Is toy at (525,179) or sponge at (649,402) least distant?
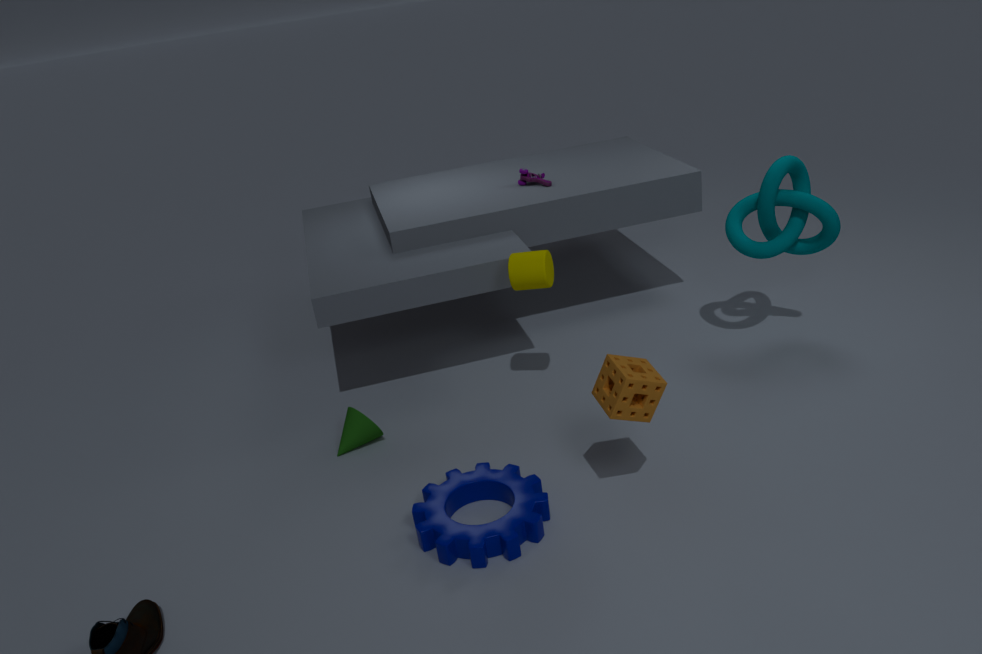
sponge at (649,402)
